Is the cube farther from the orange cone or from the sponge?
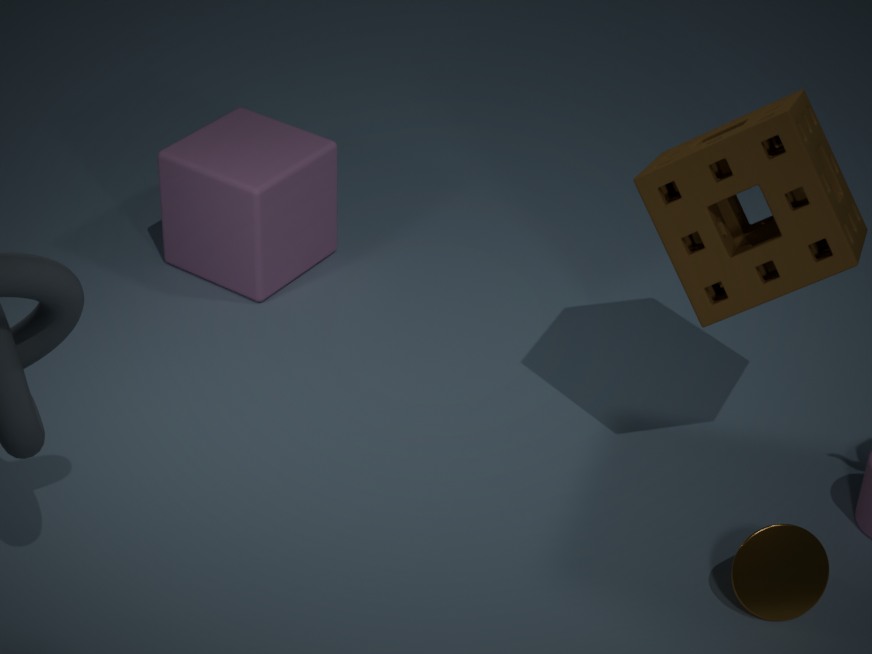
the orange cone
